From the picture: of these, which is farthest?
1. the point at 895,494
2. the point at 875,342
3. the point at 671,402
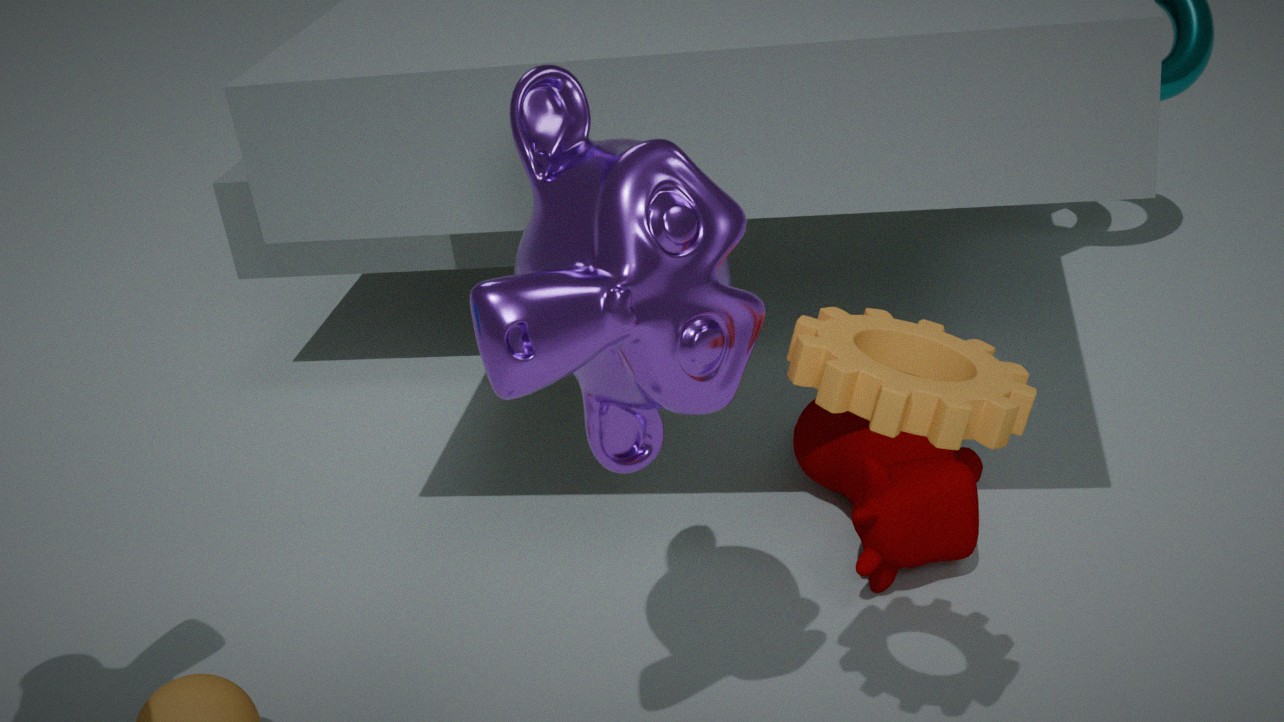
the point at 895,494
